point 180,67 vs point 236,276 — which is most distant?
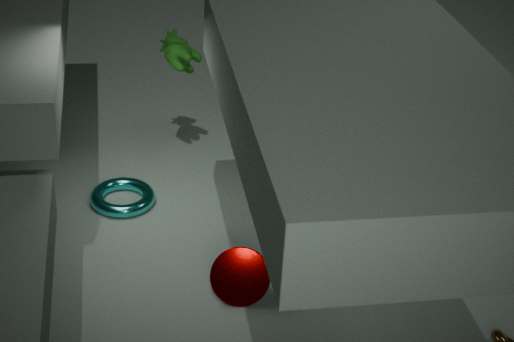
point 180,67
